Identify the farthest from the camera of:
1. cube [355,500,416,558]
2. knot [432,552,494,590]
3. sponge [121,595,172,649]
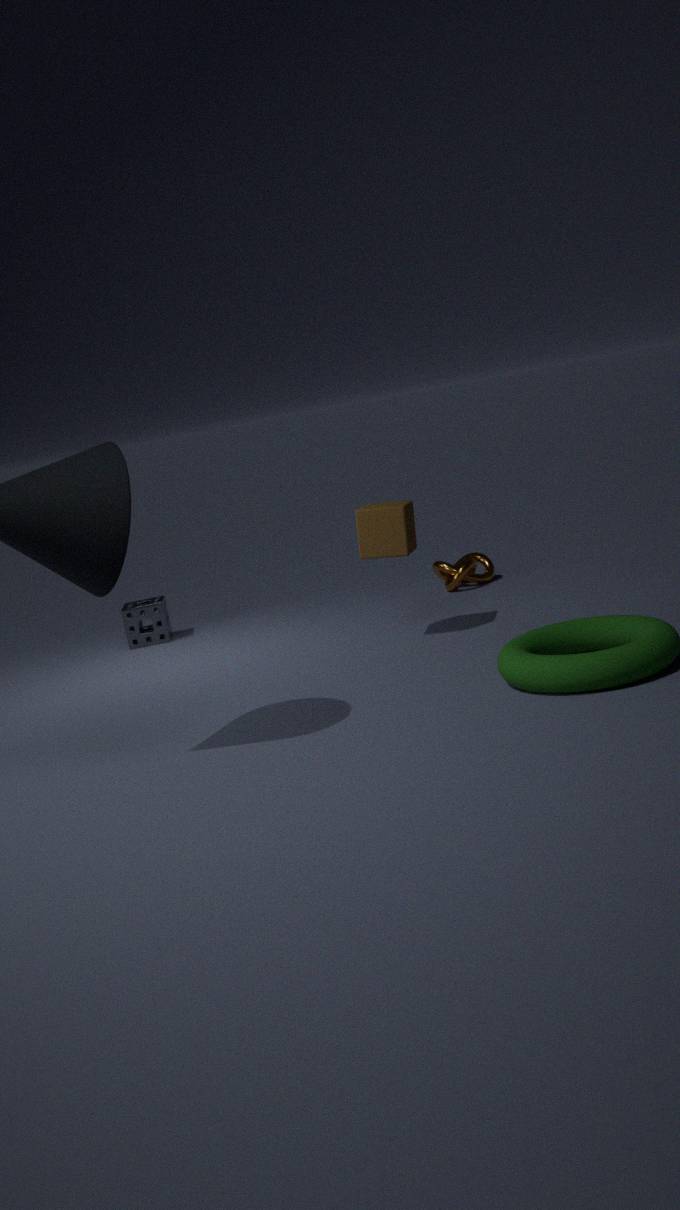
sponge [121,595,172,649]
